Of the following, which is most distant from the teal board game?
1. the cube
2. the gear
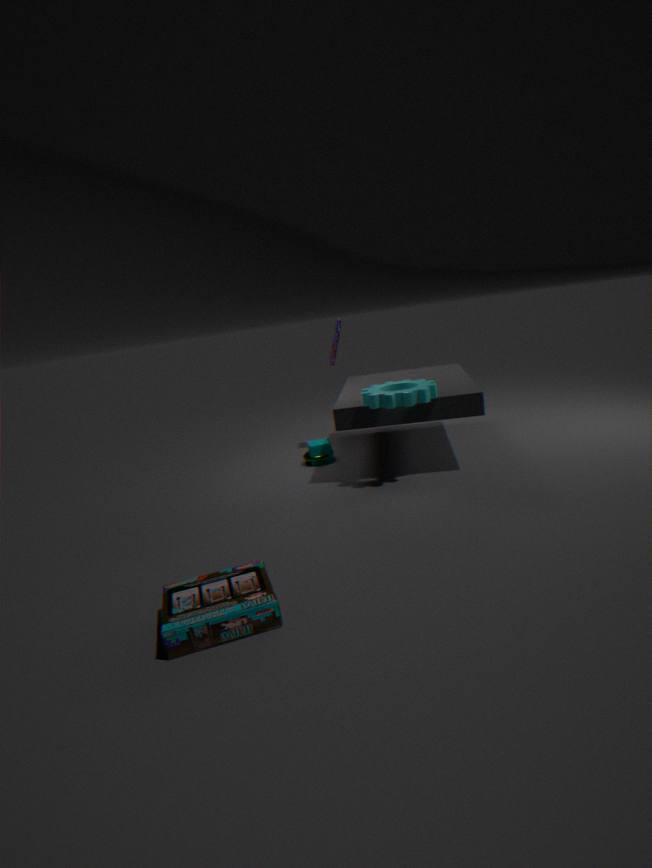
the cube
